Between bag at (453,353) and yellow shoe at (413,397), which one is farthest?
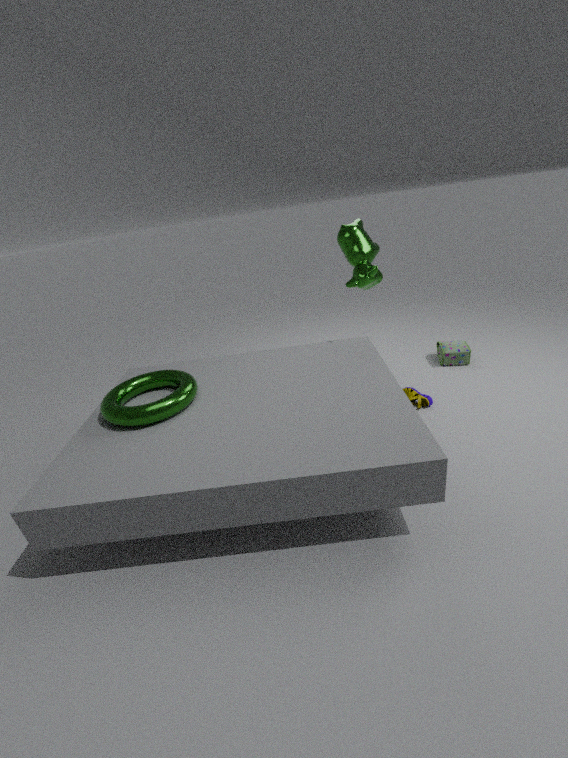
bag at (453,353)
